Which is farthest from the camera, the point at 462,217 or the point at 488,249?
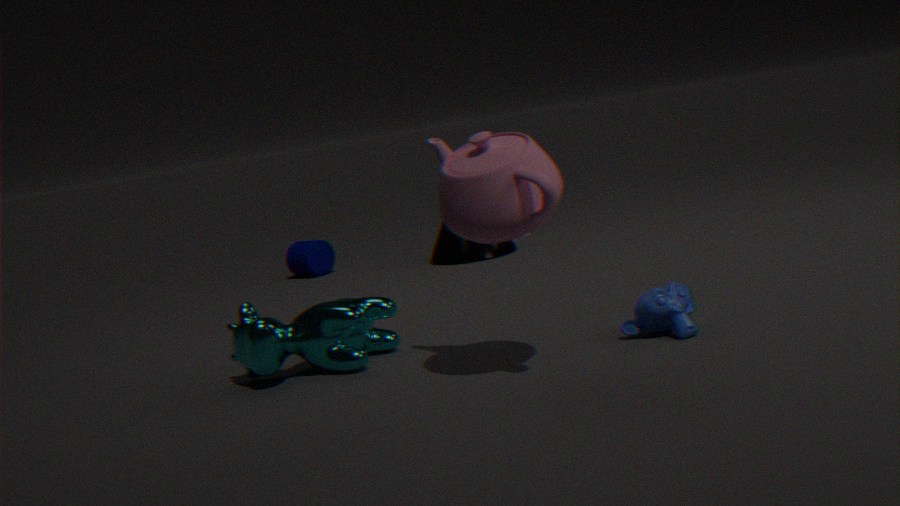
the point at 488,249
